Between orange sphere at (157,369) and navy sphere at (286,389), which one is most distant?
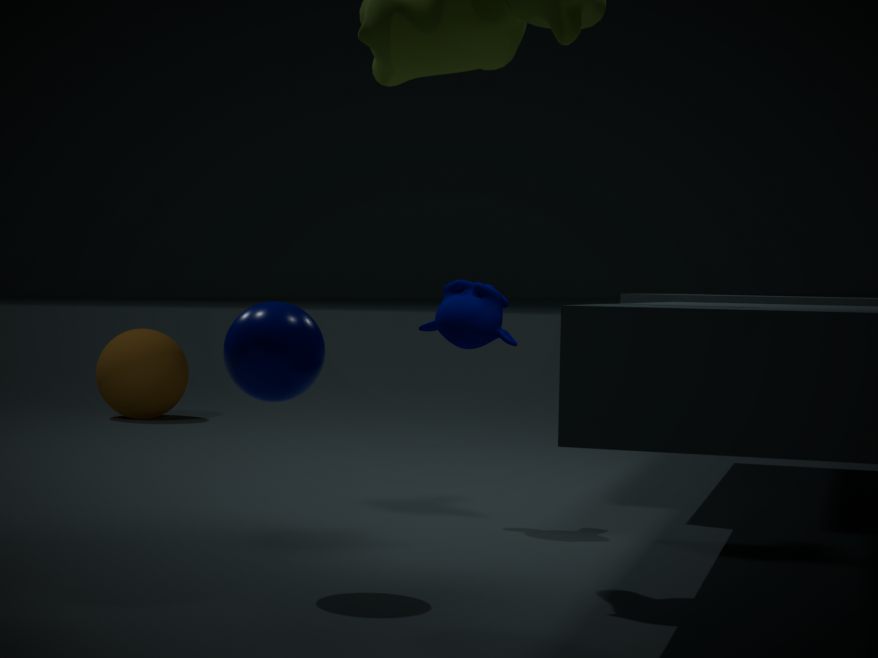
orange sphere at (157,369)
